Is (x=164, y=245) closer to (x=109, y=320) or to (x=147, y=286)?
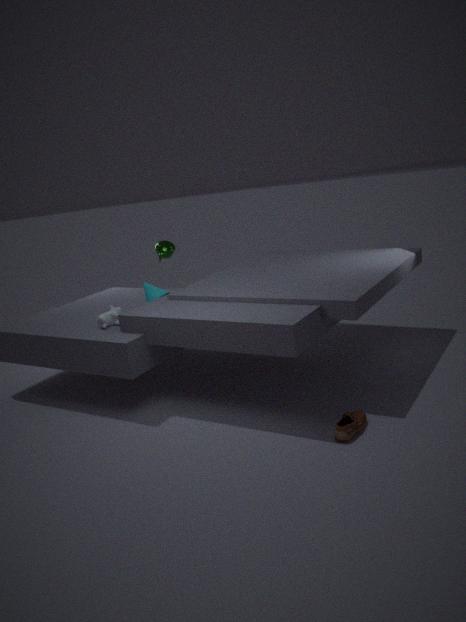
(x=147, y=286)
